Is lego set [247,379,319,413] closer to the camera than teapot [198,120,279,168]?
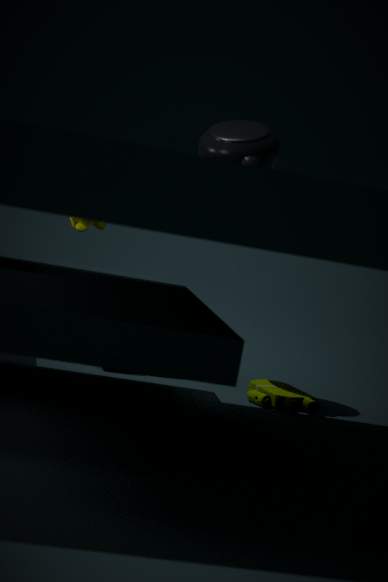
No
